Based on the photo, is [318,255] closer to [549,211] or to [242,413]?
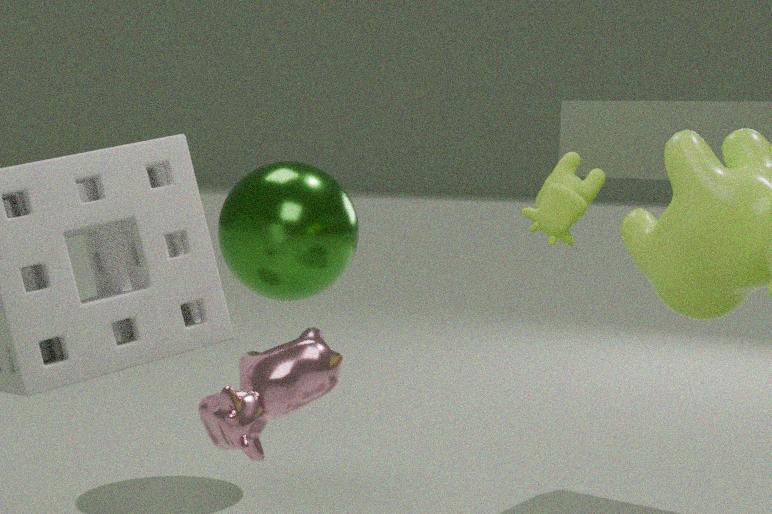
[549,211]
